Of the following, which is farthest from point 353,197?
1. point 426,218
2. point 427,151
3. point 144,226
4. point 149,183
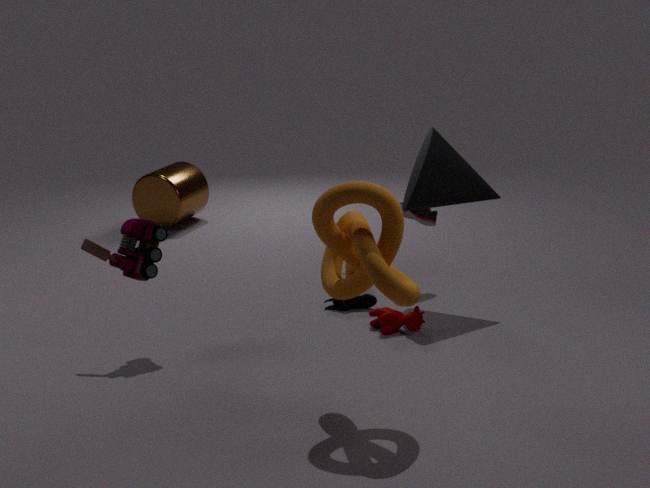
point 149,183
